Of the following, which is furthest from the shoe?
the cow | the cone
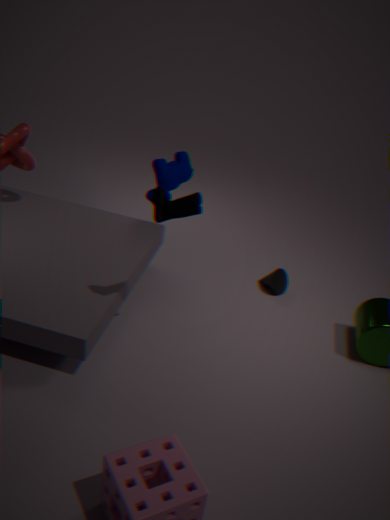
the cone
